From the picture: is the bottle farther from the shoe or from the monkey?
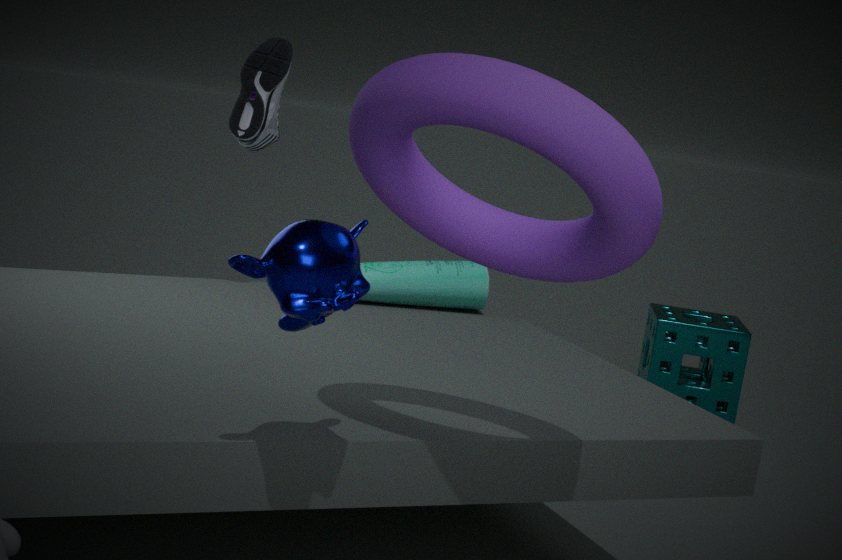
the monkey
